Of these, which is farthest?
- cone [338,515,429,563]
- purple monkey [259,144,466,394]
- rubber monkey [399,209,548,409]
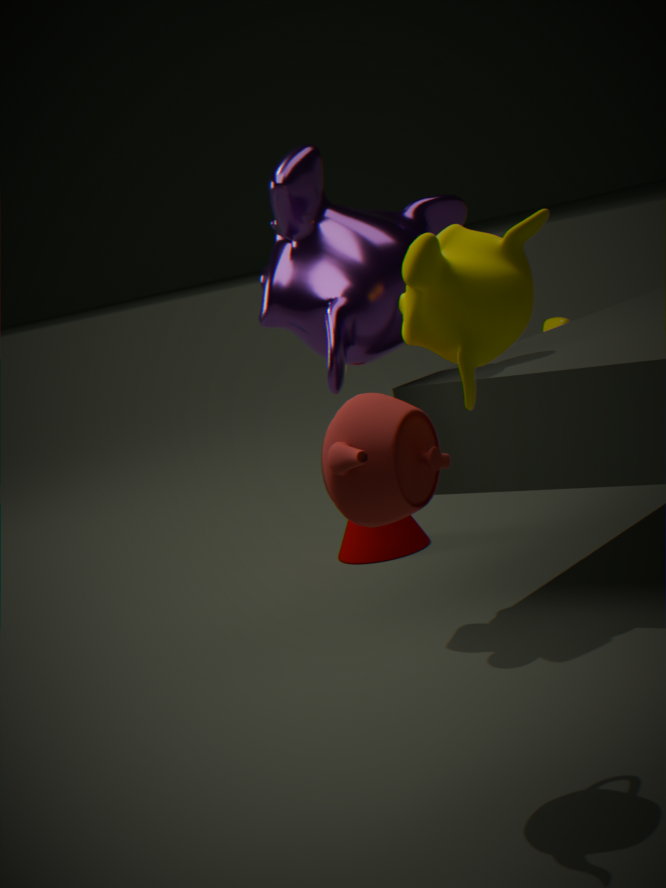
cone [338,515,429,563]
